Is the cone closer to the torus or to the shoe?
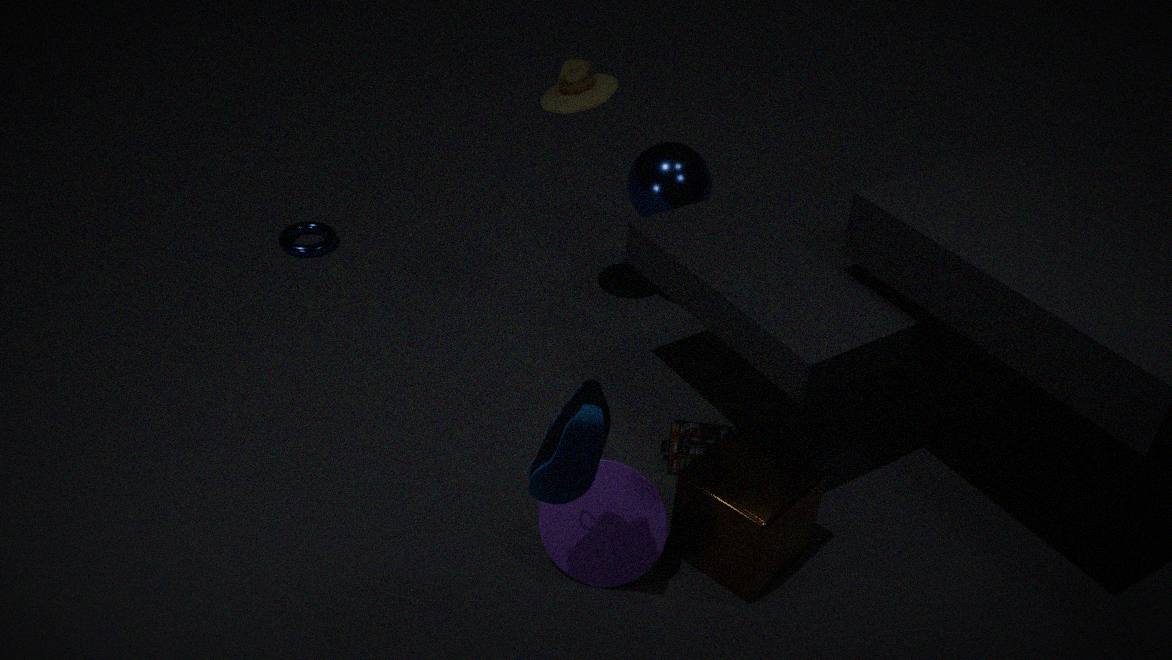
the shoe
